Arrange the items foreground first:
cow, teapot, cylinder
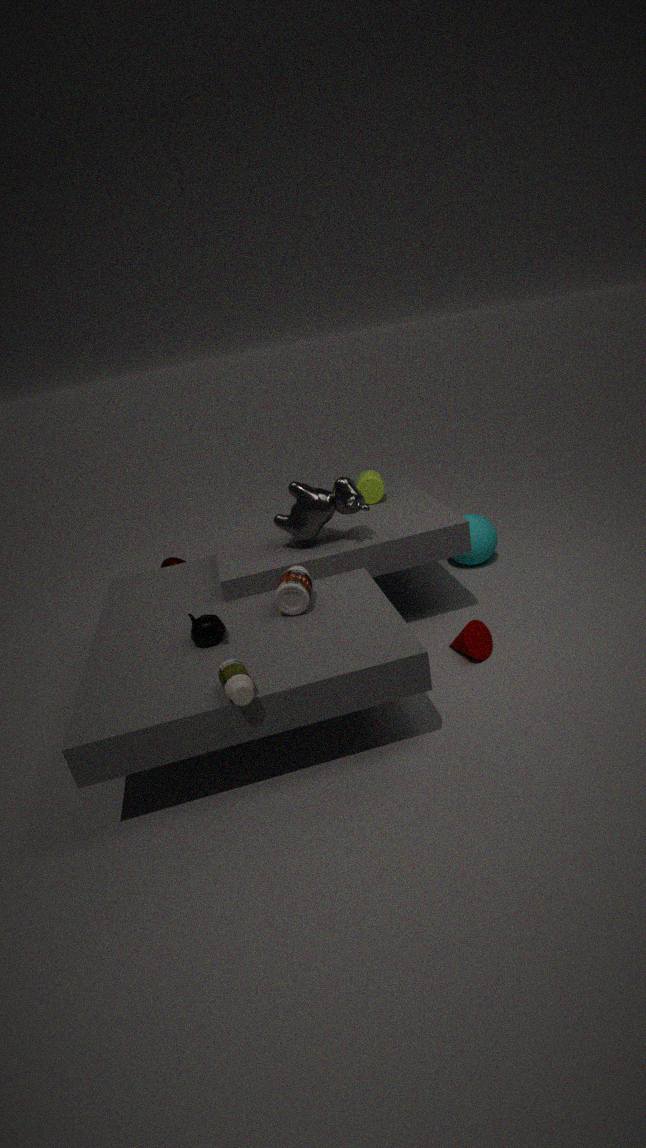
teapot → cow → cylinder
